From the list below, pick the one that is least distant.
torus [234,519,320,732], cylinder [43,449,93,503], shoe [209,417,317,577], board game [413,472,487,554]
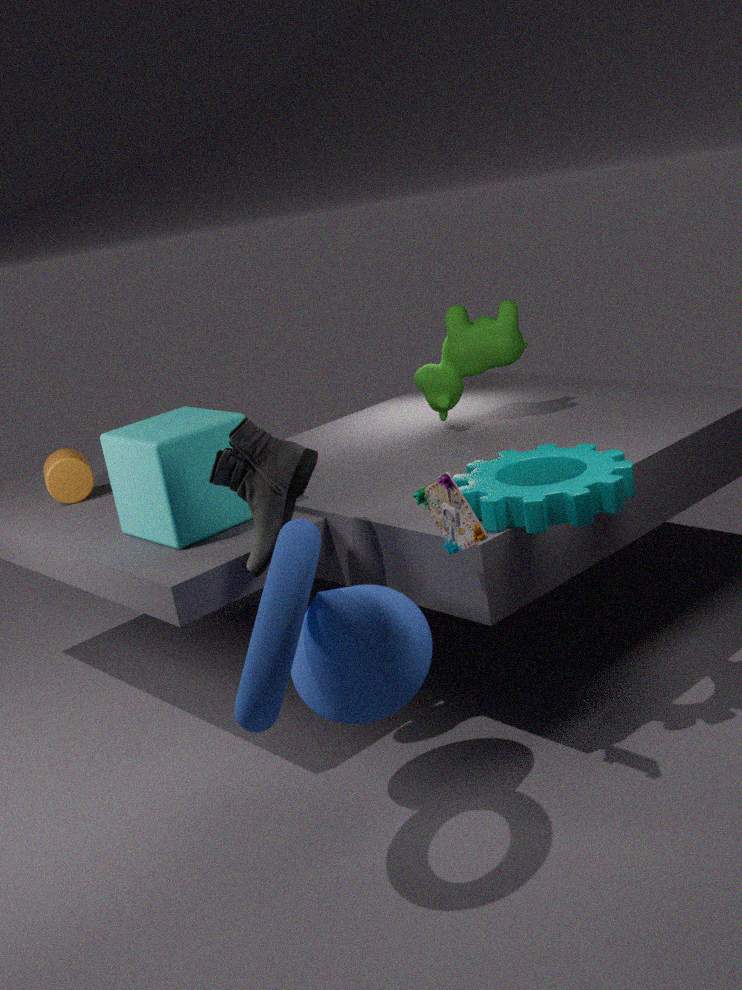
torus [234,519,320,732]
